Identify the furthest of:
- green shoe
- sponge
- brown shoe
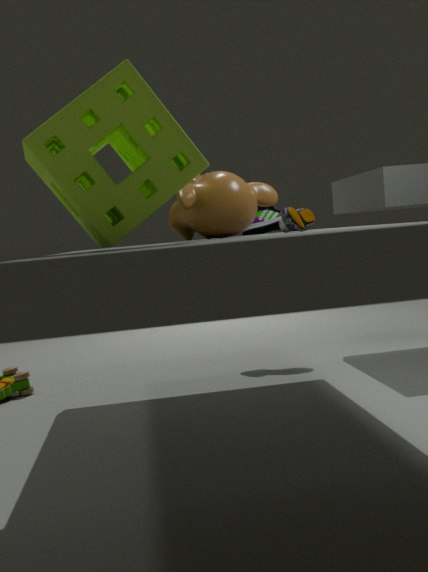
green shoe
